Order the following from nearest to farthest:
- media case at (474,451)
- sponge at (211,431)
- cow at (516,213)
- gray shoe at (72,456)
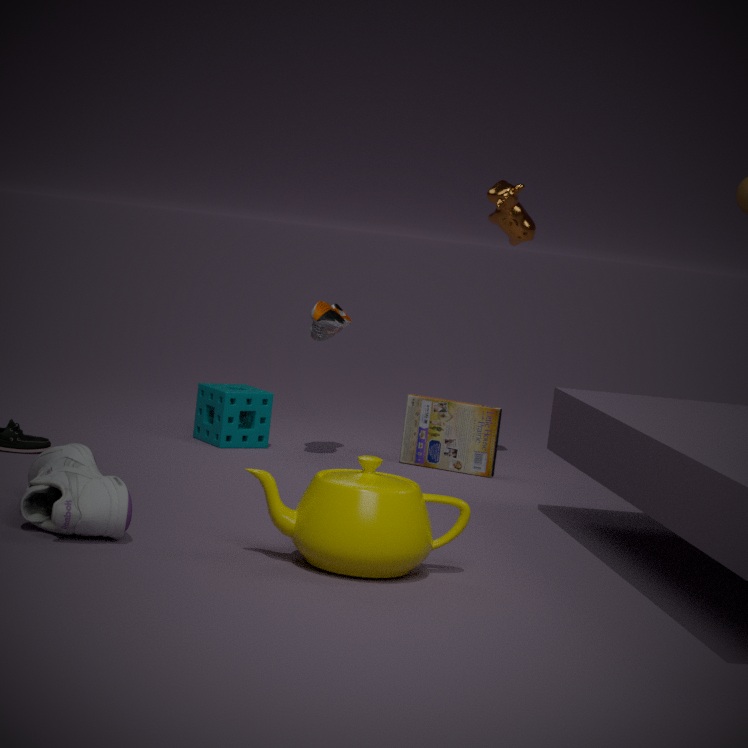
gray shoe at (72,456)
sponge at (211,431)
media case at (474,451)
cow at (516,213)
